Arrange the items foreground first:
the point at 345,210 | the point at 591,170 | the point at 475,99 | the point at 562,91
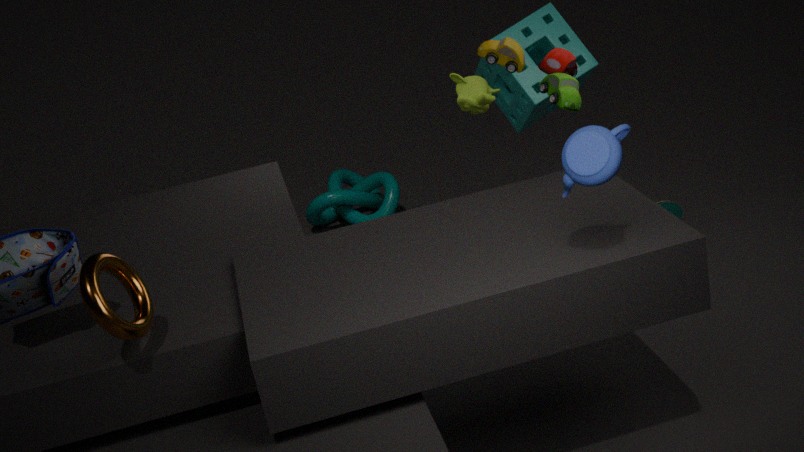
the point at 591,170 < the point at 562,91 < the point at 475,99 < the point at 345,210
